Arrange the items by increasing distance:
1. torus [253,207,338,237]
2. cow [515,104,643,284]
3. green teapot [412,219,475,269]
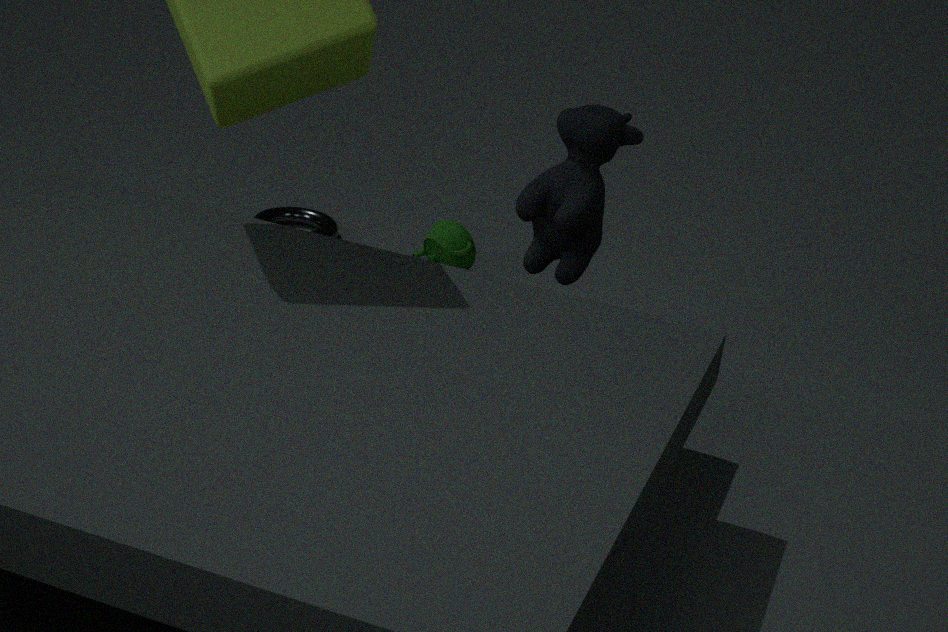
cow [515,104,643,284], green teapot [412,219,475,269], torus [253,207,338,237]
